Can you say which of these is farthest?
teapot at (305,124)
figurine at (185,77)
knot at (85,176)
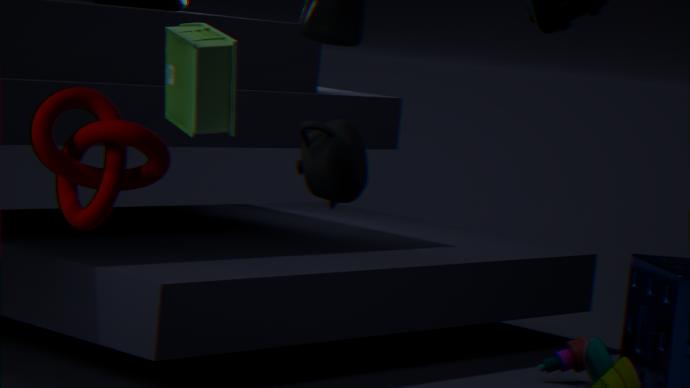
figurine at (185,77)
